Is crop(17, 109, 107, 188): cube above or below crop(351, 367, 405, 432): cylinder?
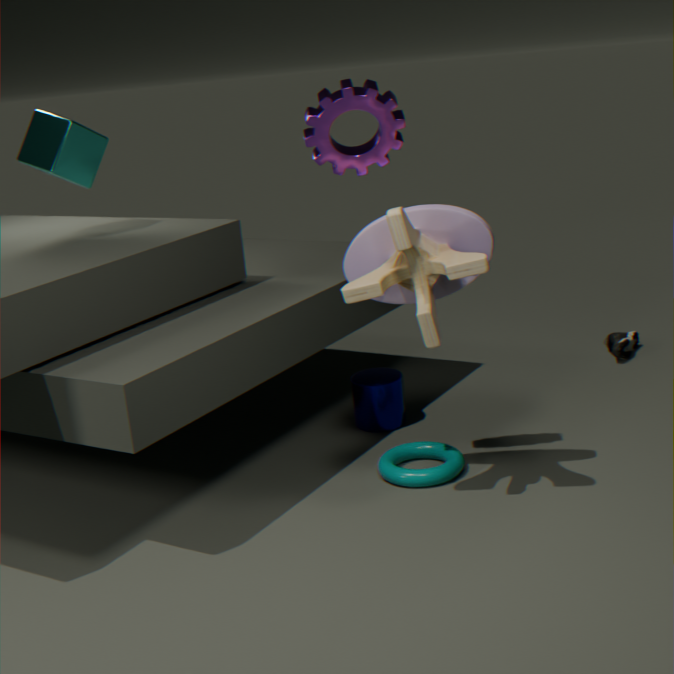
above
